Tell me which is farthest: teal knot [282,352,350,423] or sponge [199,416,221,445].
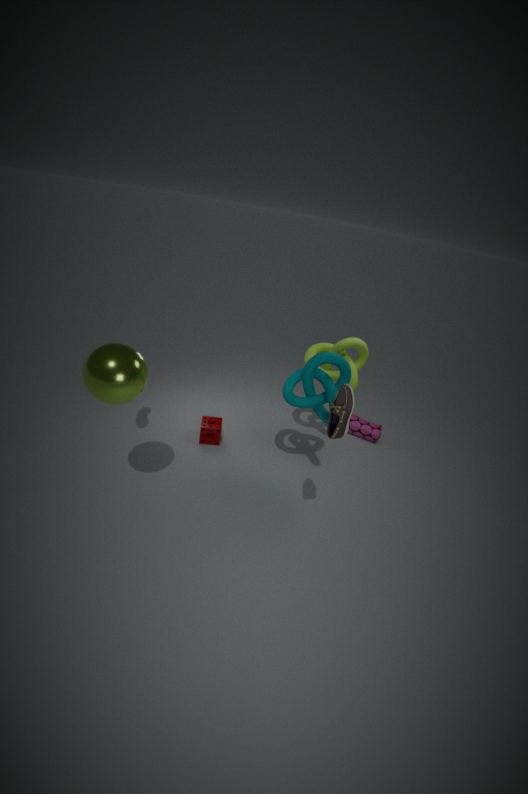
sponge [199,416,221,445]
